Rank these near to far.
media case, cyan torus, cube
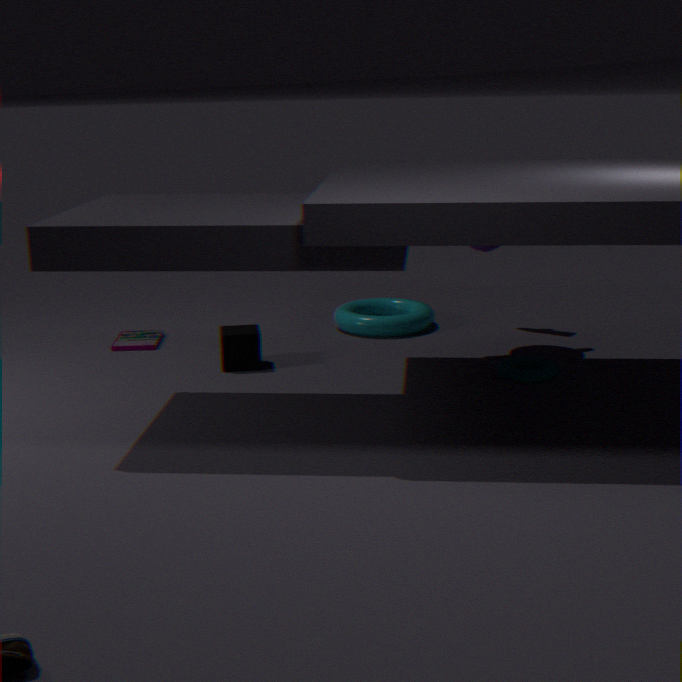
cube, media case, cyan torus
